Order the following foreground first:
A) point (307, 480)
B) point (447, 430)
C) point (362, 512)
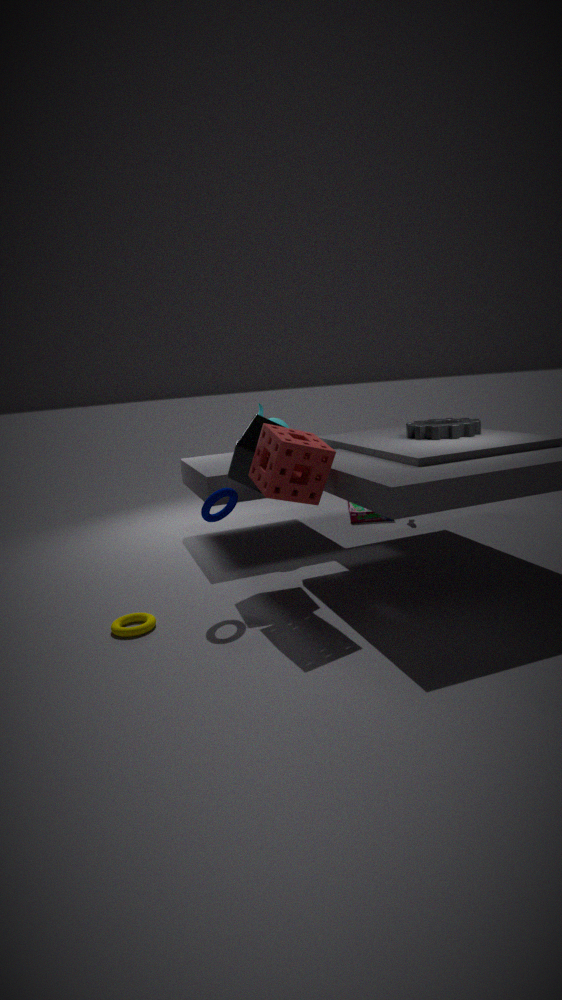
1. point (307, 480)
2. point (447, 430)
3. point (362, 512)
